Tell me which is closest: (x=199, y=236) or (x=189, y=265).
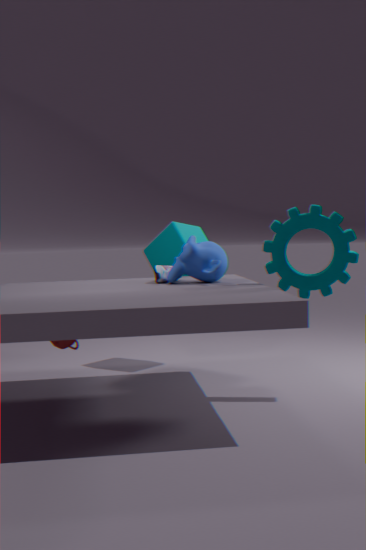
(x=189, y=265)
